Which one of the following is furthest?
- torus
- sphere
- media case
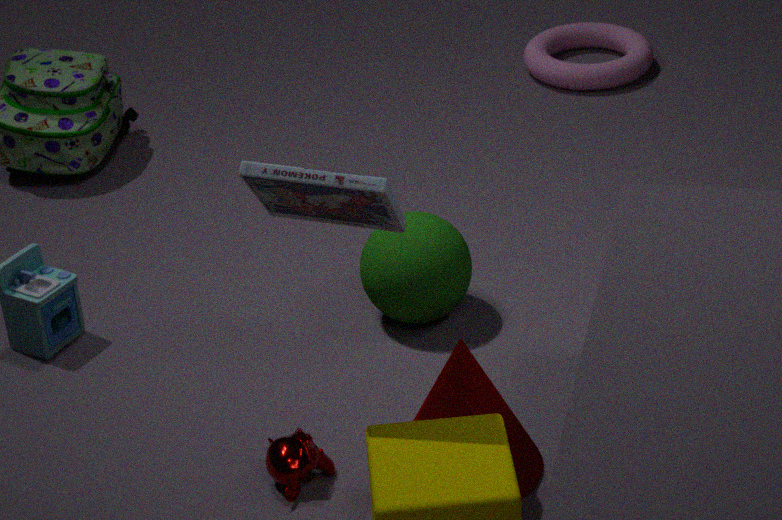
torus
